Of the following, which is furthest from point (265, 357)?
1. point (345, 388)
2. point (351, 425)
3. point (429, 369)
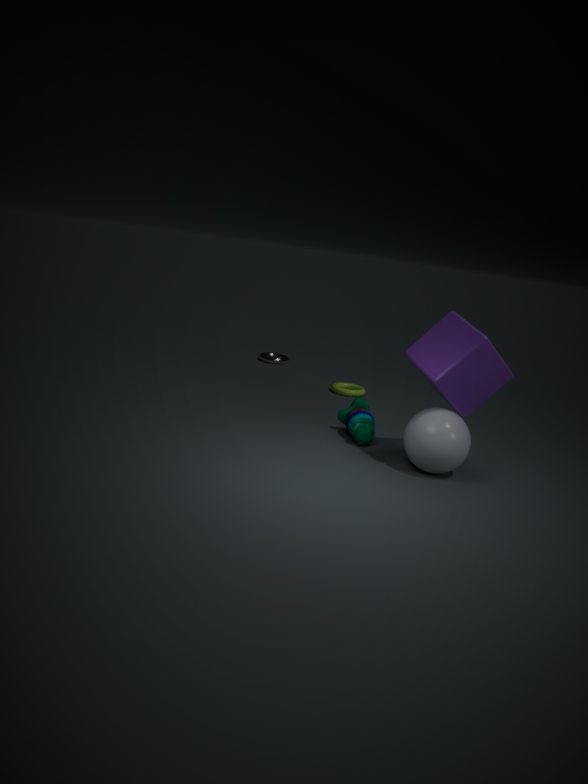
point (429, 369)
